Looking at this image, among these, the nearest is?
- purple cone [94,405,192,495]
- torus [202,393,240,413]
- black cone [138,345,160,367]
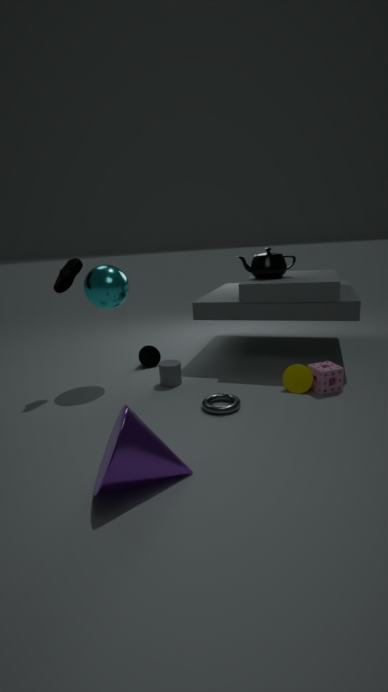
purple cone [94,405,192,495]
